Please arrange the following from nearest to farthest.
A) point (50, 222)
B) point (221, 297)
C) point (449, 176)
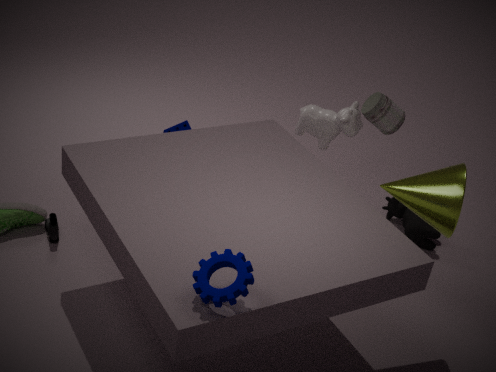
point (221, 297), point (449, 176), point (50, 222)
